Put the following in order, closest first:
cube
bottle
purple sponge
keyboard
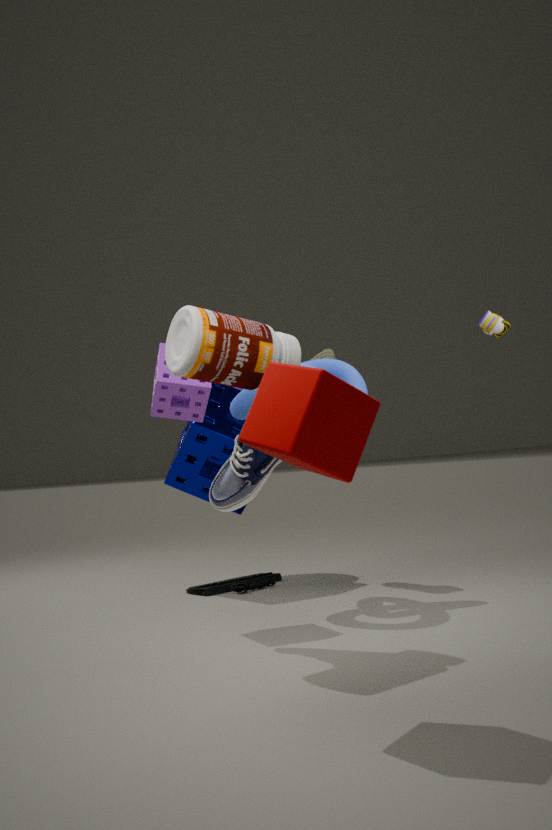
1. cube
2. bottle
3. purple sponge
4. keyboard
